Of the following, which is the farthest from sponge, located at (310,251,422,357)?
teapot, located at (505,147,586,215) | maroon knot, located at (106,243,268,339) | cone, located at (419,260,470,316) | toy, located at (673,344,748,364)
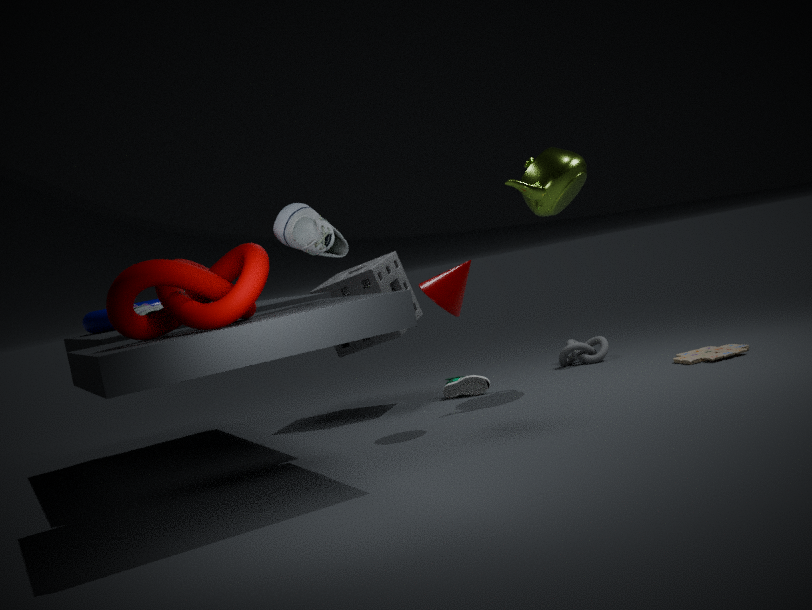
toy, located at (673,344,748,364)
